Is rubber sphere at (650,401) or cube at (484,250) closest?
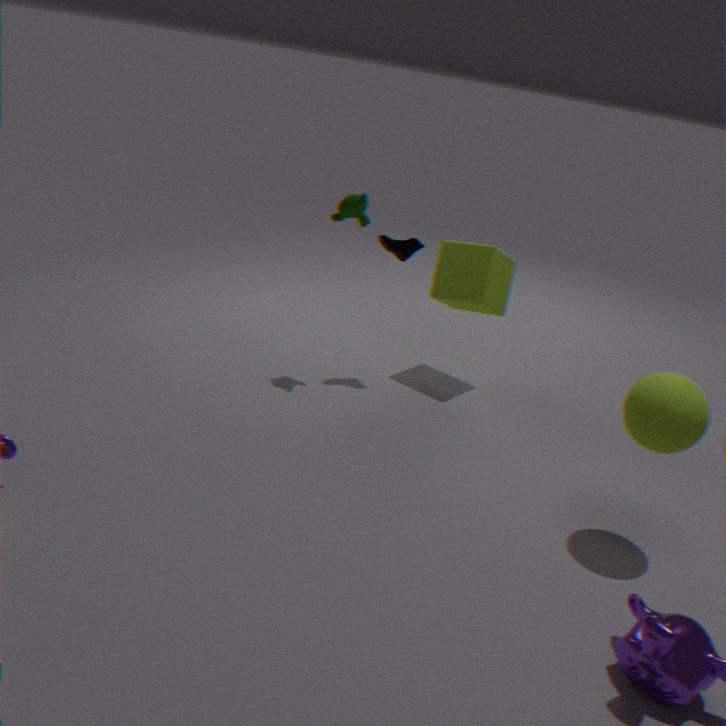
rubber sphere at (650,401)
